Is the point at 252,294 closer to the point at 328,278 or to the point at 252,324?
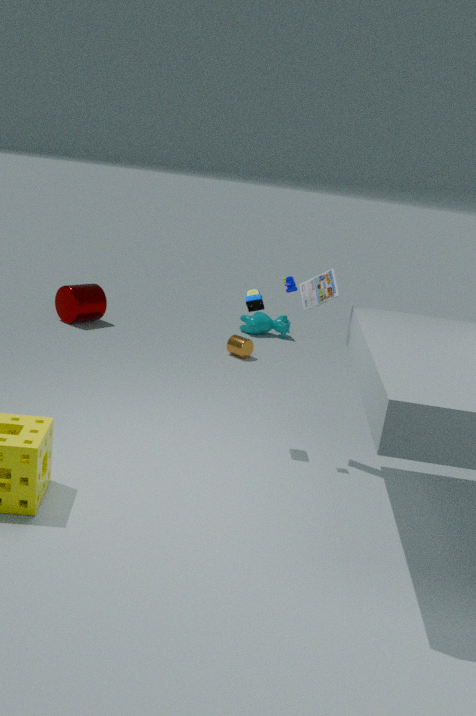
the point at 328,278
